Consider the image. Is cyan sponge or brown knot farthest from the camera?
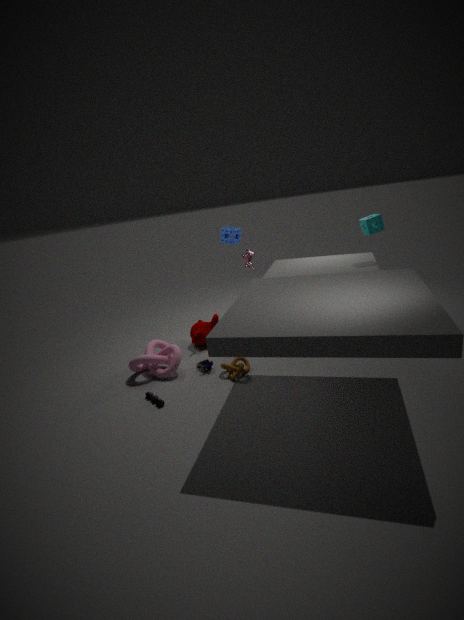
cyan sponge
